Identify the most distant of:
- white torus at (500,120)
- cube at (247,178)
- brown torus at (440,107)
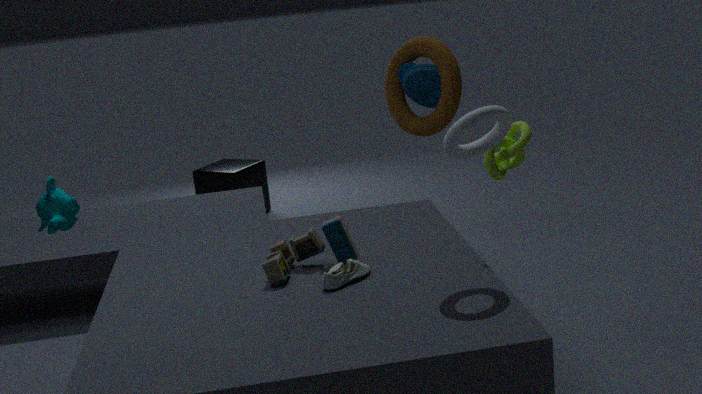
cube at (247,178)
